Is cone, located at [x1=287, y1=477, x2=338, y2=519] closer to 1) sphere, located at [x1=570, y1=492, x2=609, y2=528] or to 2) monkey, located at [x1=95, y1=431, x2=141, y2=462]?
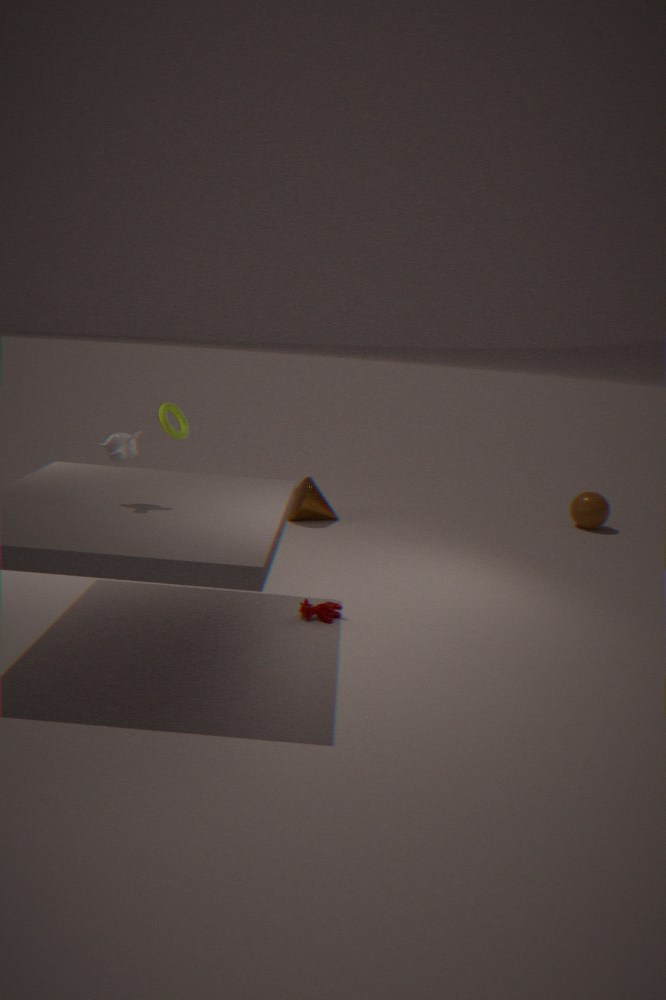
1) sphere, located at [x1=570, y1=492, x2=609, y2=528]
